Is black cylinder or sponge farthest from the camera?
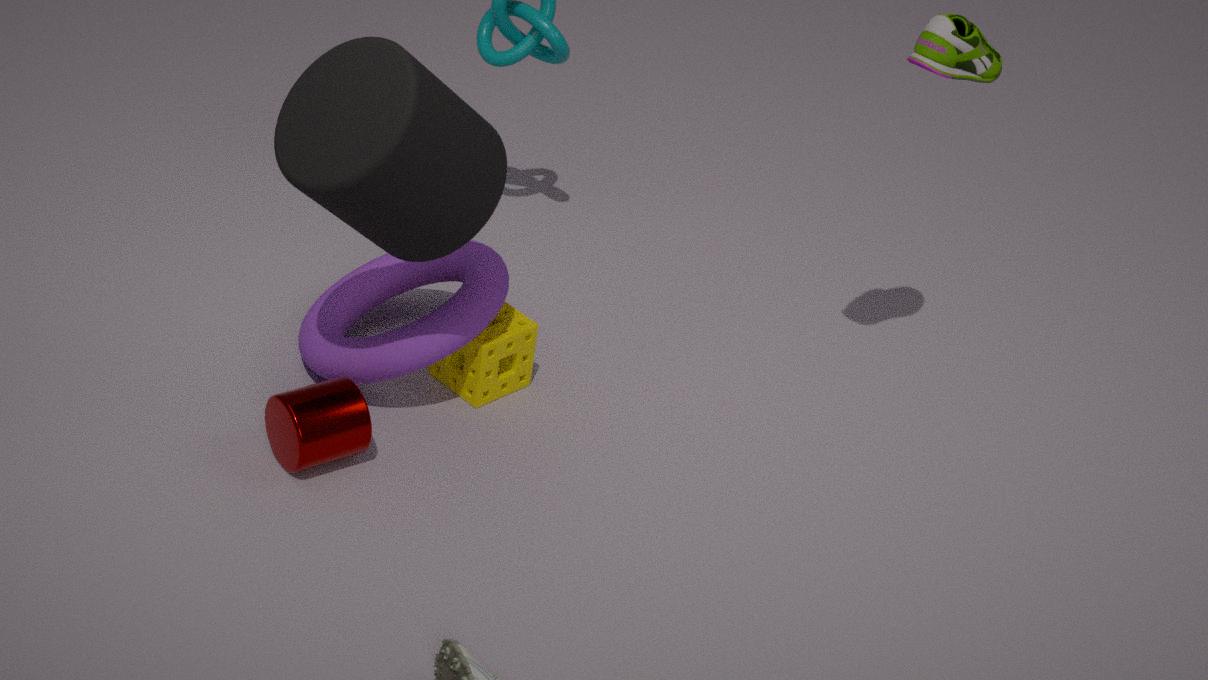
sponge
